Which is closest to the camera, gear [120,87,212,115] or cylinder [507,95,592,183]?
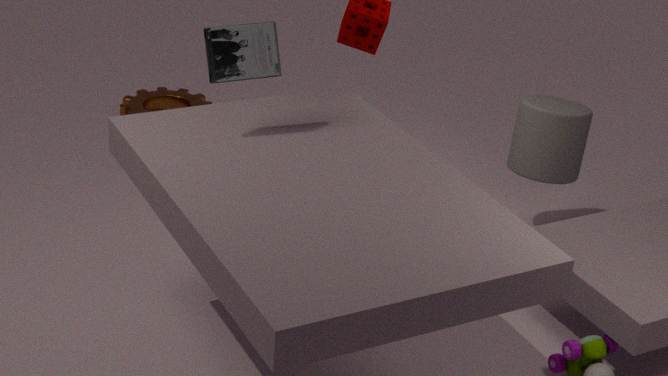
cylinder [507,95,592,183]
